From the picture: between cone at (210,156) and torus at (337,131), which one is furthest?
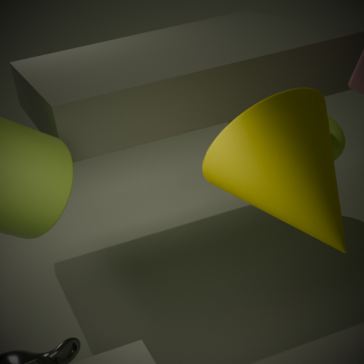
torus at (337,131)
